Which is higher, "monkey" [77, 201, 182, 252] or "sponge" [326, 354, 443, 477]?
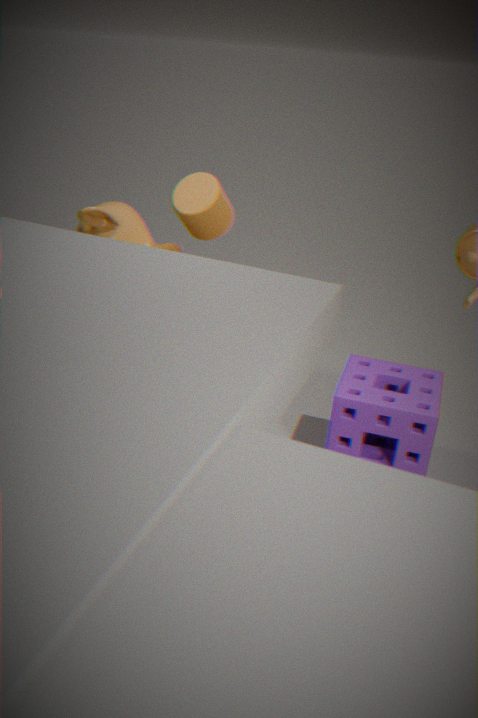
"monkey" [77, 201, 182, 252]
